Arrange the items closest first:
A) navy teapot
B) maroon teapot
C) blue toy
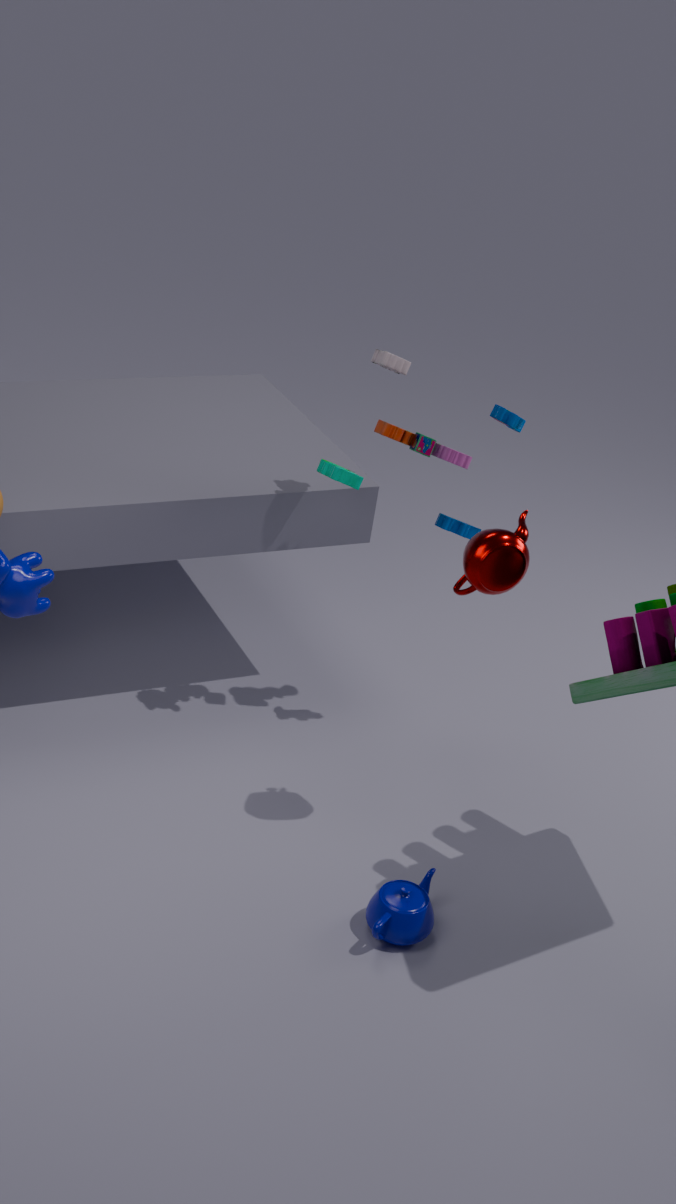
navy teapot, maroon teapot, blue toy
